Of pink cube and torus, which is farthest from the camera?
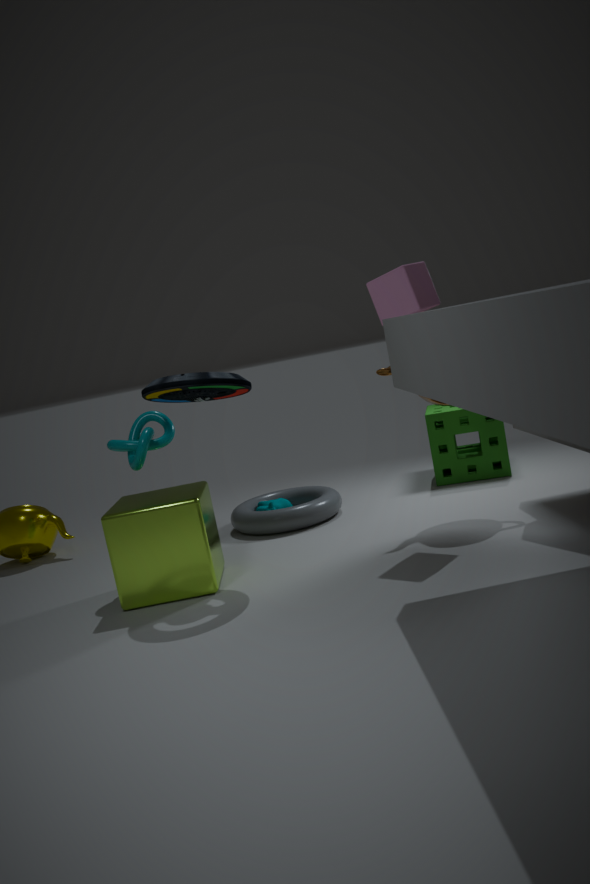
Result: torus
